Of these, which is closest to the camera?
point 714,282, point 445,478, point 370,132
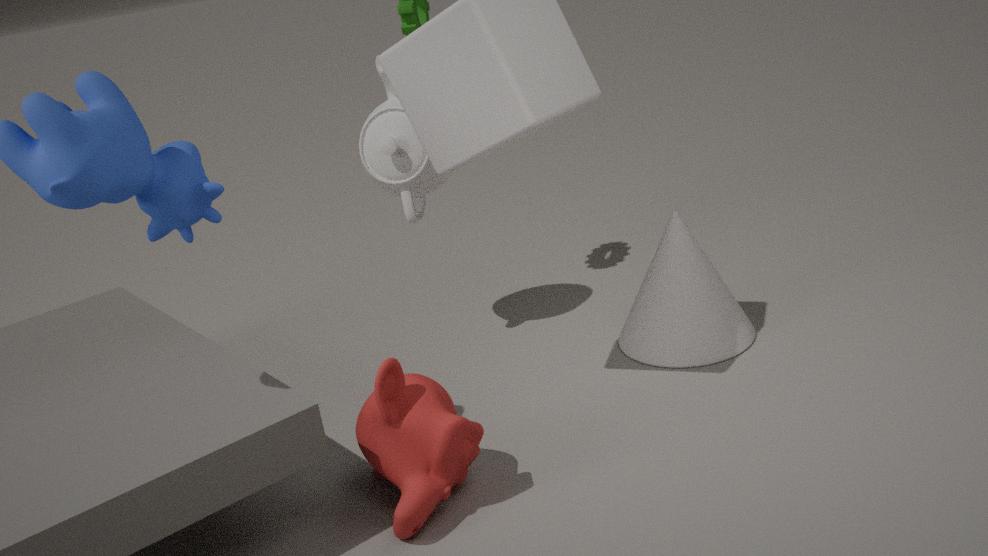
point 445,478
